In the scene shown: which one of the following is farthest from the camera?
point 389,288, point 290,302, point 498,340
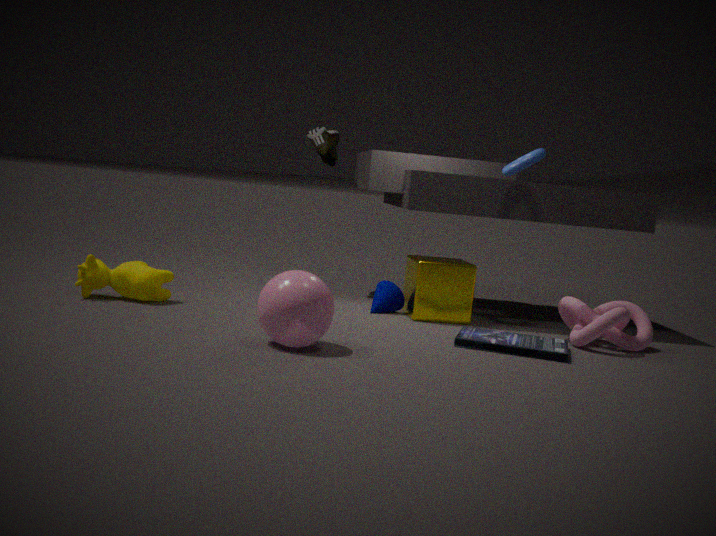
point 389,288
